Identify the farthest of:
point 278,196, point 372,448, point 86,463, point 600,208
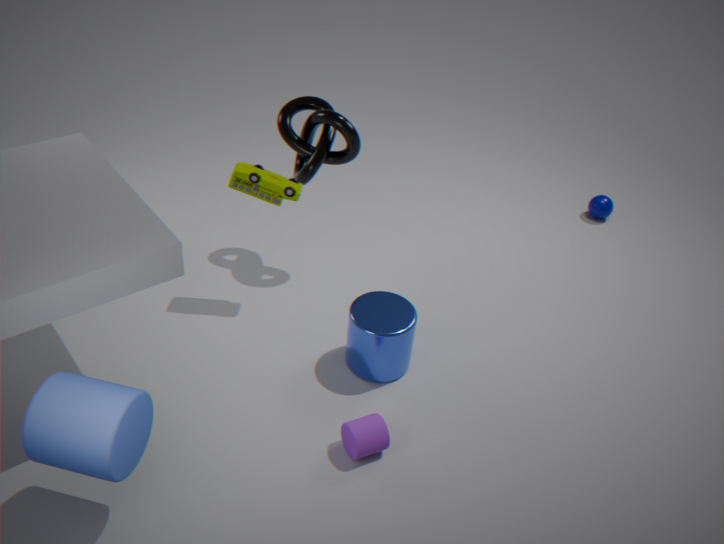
point 600,208
